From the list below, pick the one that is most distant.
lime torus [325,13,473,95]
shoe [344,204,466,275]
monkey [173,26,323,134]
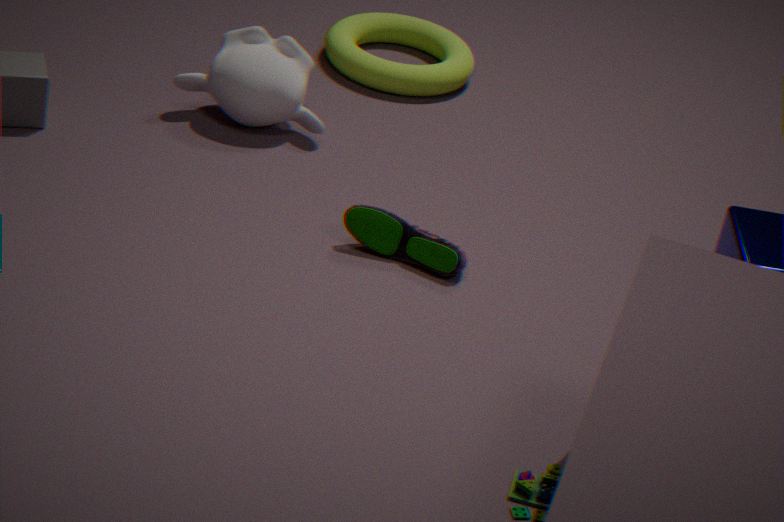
lime torus [325,13,473,95]
